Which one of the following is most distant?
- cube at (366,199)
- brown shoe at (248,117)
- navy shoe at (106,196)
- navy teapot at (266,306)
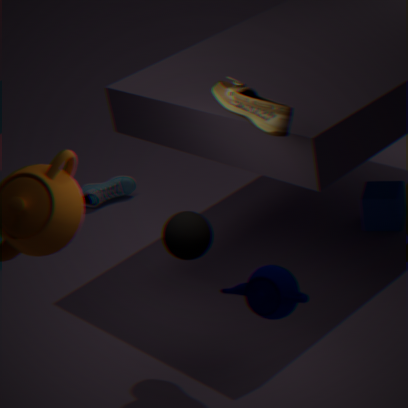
navy shoe at (106,196)
